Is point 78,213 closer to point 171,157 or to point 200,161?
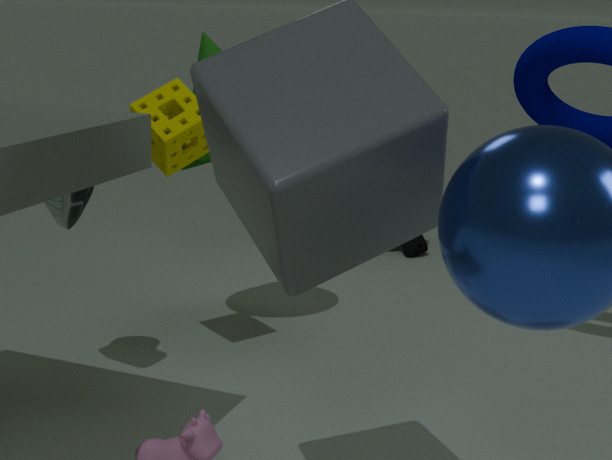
point 171,157
